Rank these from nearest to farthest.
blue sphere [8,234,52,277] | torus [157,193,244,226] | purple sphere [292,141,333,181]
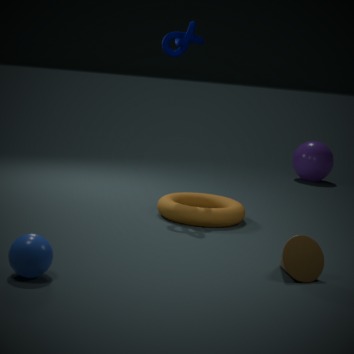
1. blue sphere [8,234,52,277]
2. torus [157,193,244,226]
3. purple sphere [292,141,333,181]
